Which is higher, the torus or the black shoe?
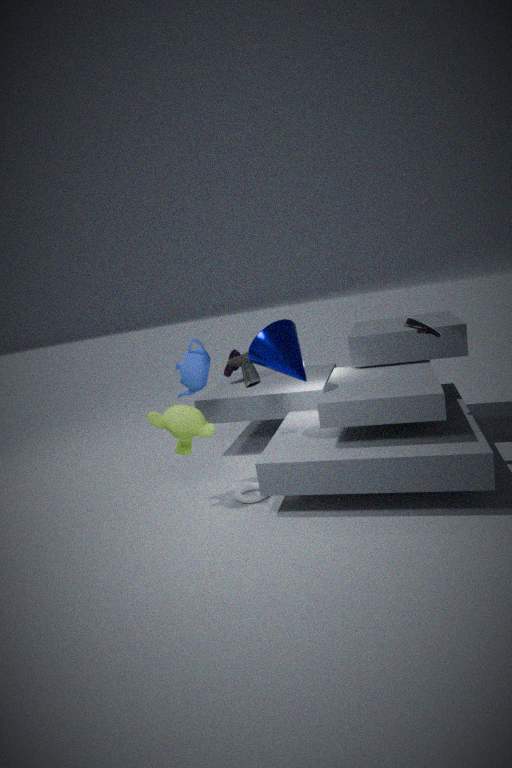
the black shoe
